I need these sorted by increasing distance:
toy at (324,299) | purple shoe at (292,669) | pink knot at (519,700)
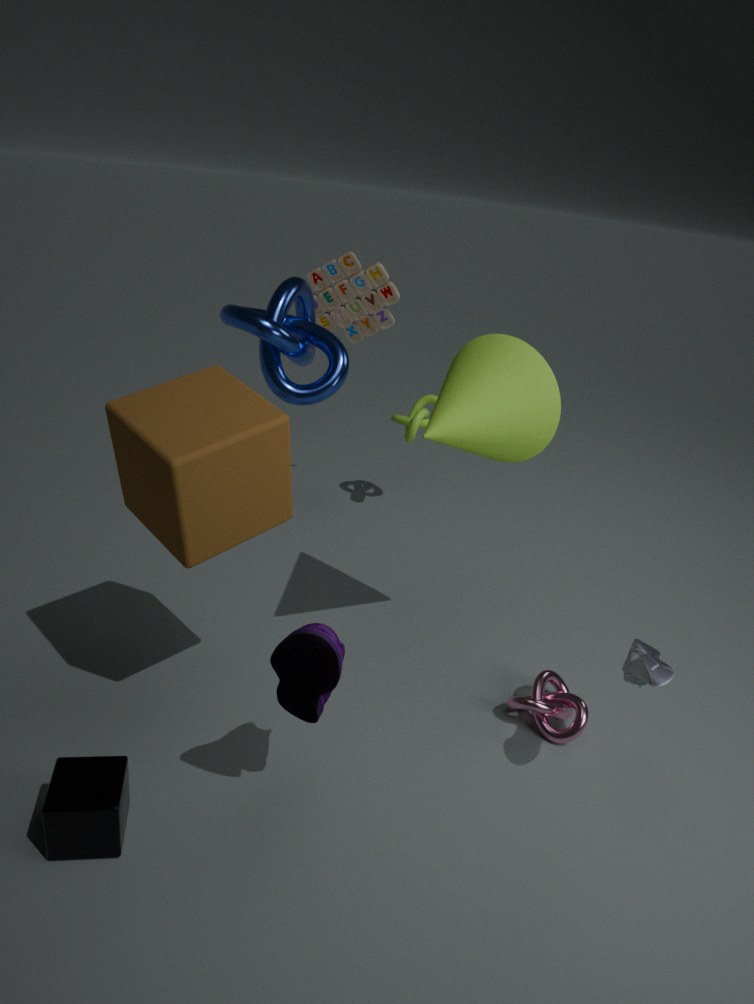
purple shoe at (292,669) → pink knot at (519,700) → toy at (324,299)
